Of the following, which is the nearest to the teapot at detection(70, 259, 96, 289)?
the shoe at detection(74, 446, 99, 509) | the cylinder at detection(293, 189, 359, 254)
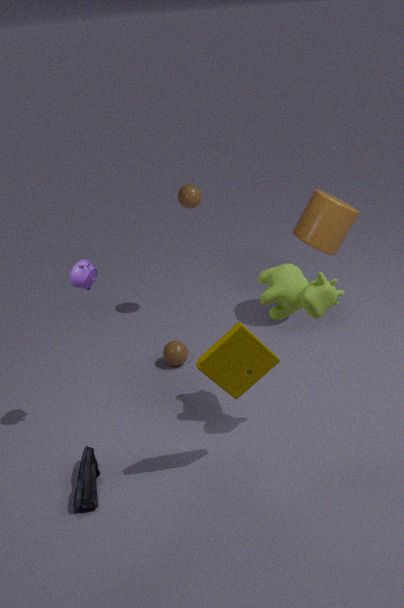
the shoe at detection(74, 446, 99, 509)
